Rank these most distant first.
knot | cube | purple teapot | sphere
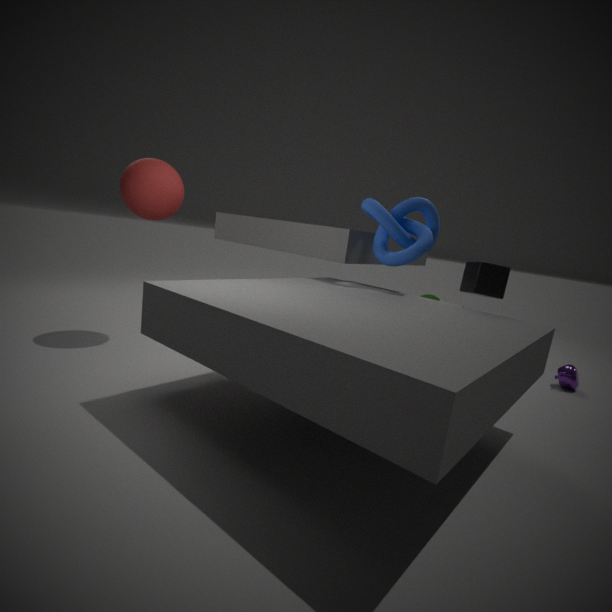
purple teapot → knot → sphere → cube
